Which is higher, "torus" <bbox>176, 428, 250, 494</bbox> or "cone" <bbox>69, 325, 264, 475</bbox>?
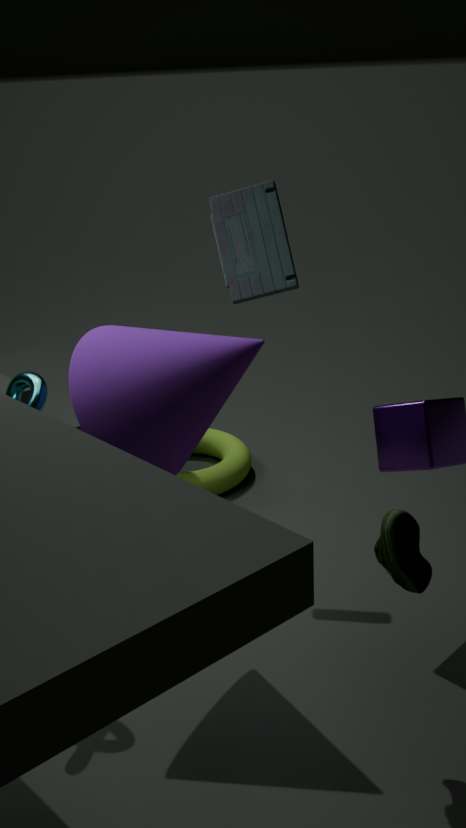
"cone" <bbox>69, 325, 264, 475</bbox>
